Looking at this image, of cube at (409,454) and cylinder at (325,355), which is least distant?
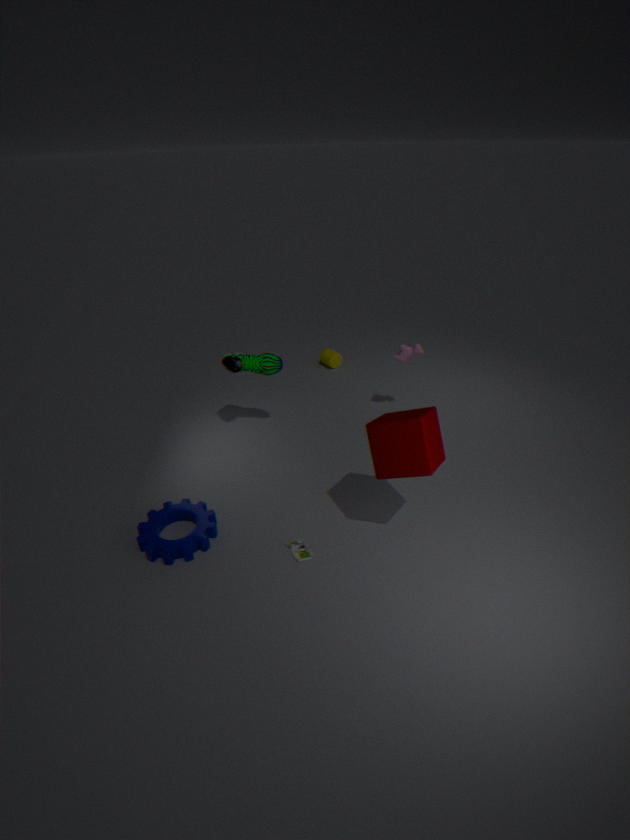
cube at (409,454)
